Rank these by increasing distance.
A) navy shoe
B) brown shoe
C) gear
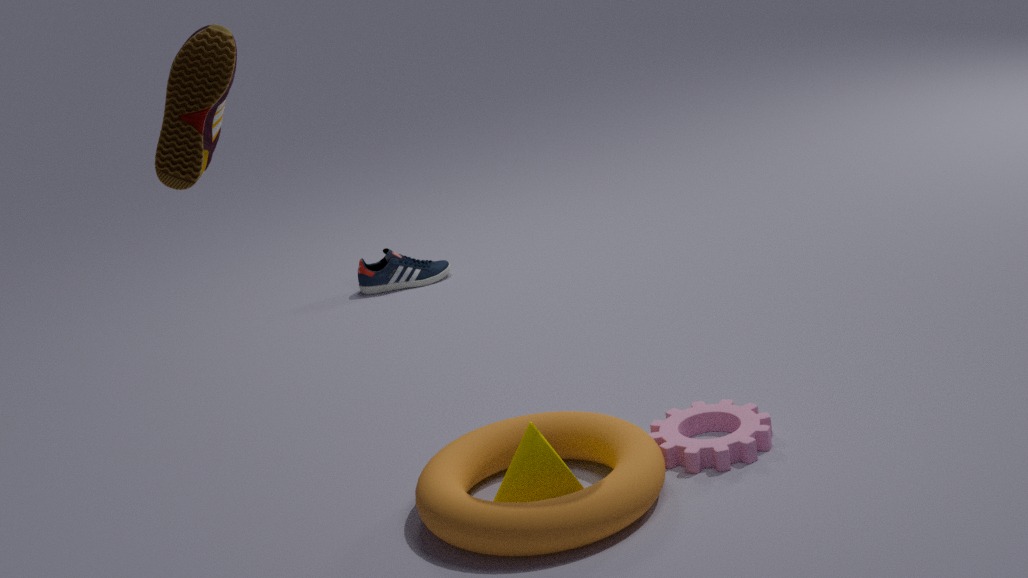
brown shoe → gear → navy shoe
